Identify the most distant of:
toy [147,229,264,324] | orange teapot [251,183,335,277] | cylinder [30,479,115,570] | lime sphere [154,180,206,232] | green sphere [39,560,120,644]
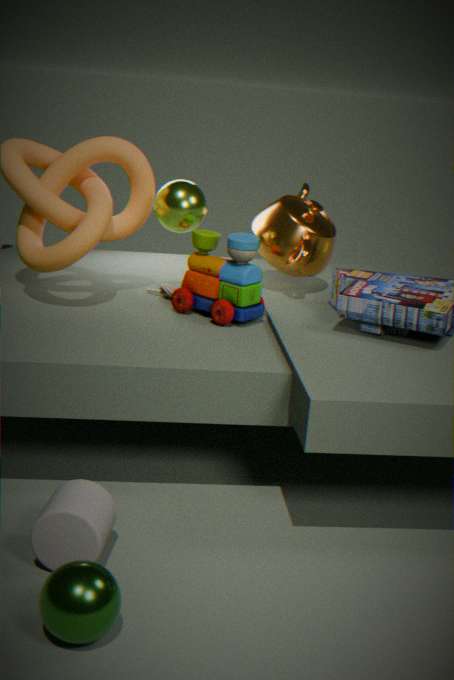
orange teapot [251,183,335,277]
